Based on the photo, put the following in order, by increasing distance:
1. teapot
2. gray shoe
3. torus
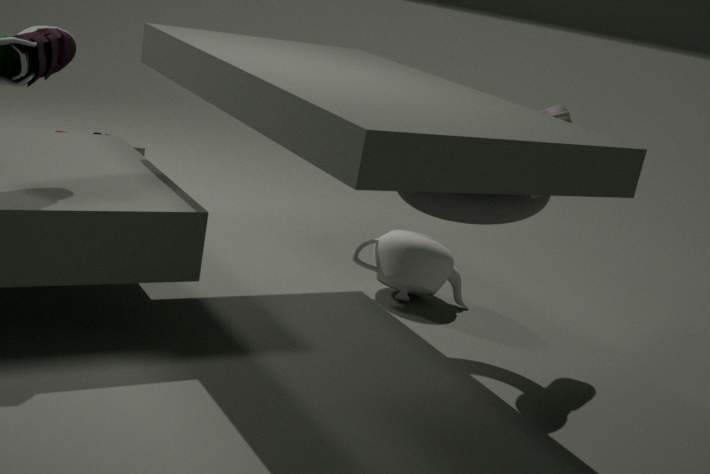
1. torus
2. gray shoe
3. teapot
